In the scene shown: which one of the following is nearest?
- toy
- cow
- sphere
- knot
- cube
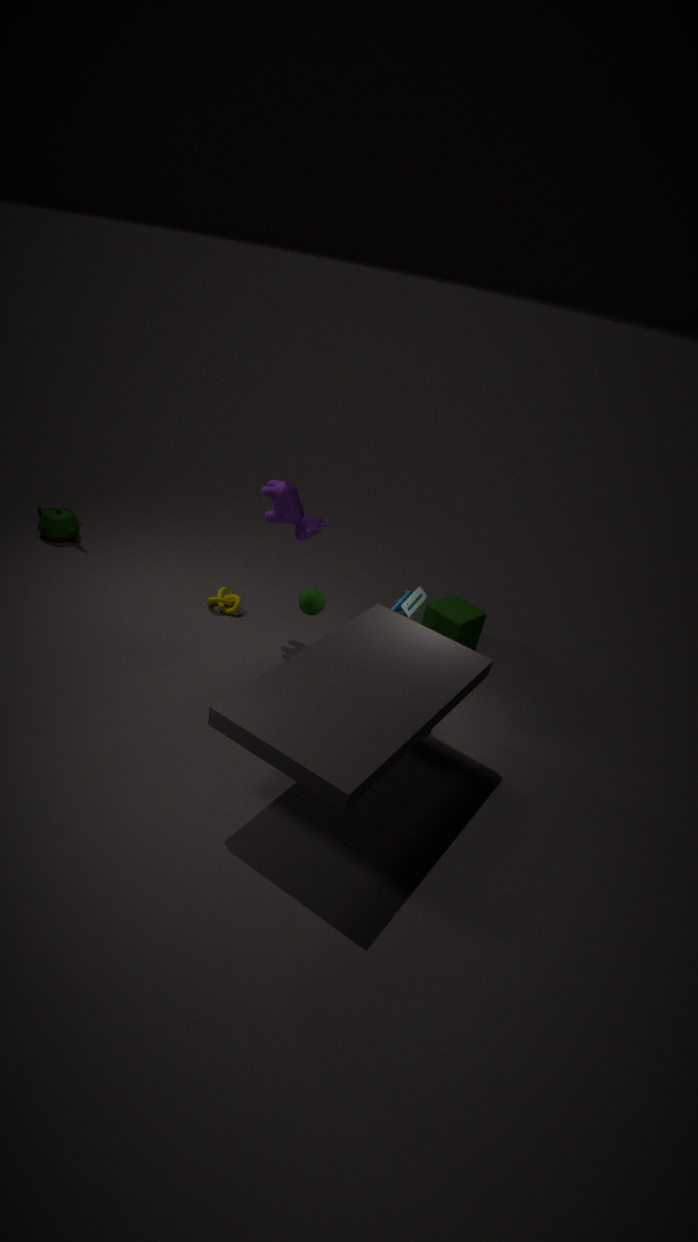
sphere
